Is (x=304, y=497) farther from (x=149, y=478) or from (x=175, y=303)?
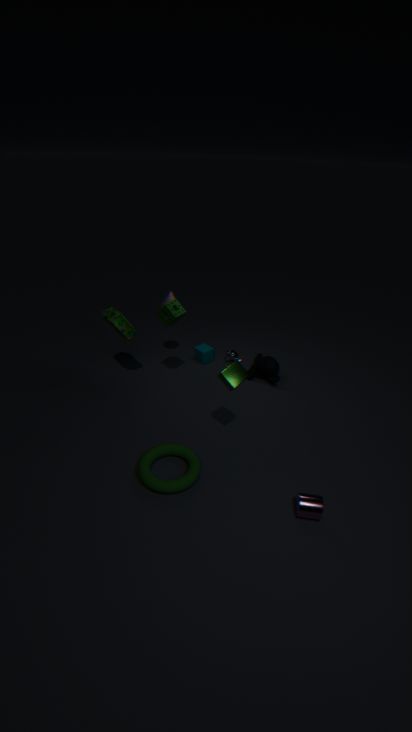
(x=175, y=303)
